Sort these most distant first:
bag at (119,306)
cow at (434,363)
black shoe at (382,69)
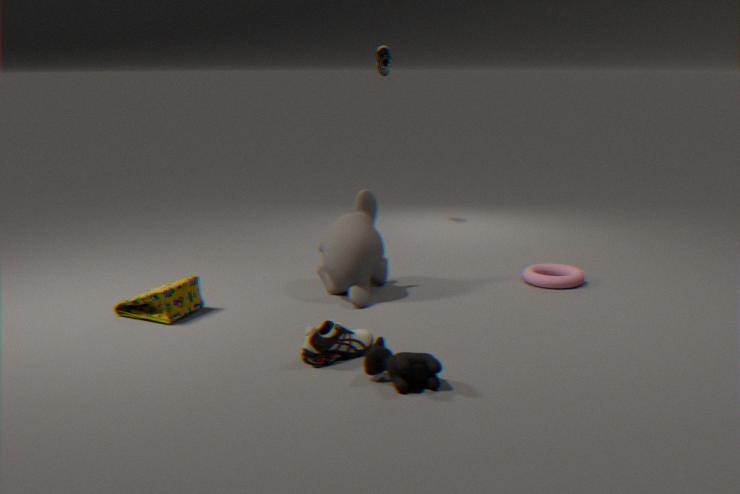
black shoe at (382,69) < bag at (119,306) < cow at (434,363)
